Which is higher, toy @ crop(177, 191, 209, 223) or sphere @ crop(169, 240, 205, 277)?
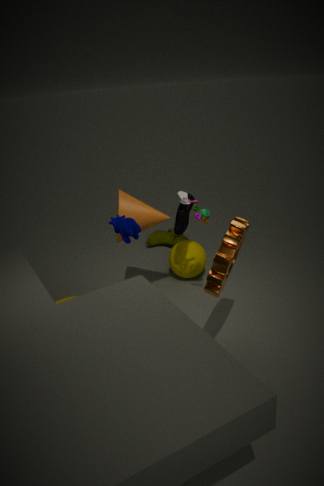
toy @ crop(177, 191, 209, 223)
